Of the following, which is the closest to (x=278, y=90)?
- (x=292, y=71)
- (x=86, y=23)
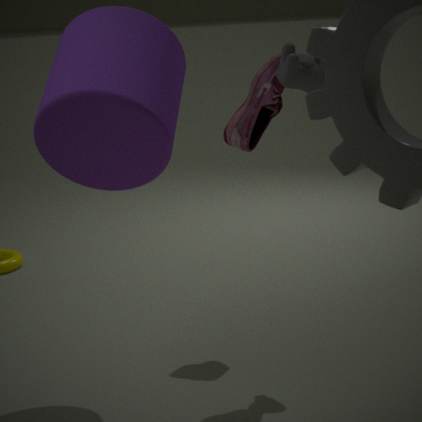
(x=292, y=71)
